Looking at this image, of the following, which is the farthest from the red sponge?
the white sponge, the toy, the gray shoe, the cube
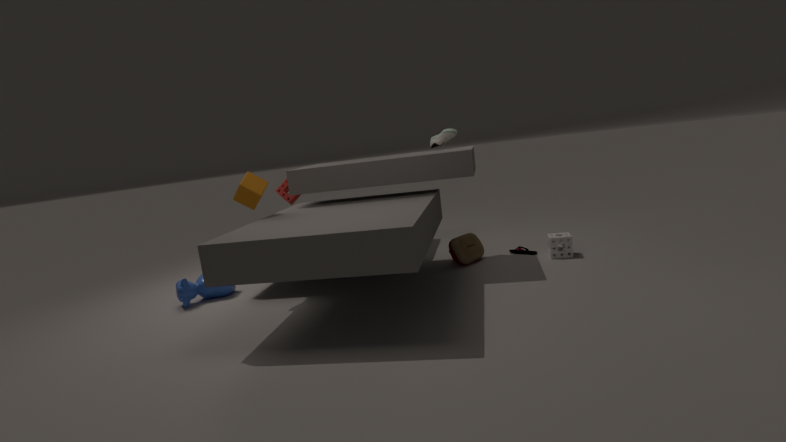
the white sponge
